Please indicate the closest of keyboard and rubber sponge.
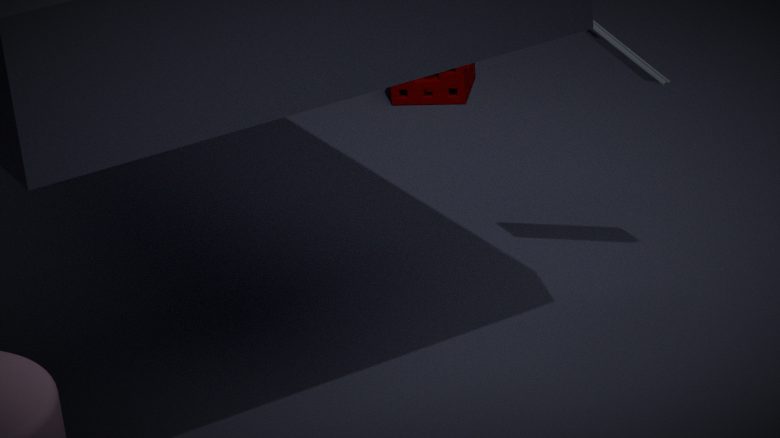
keyboard
